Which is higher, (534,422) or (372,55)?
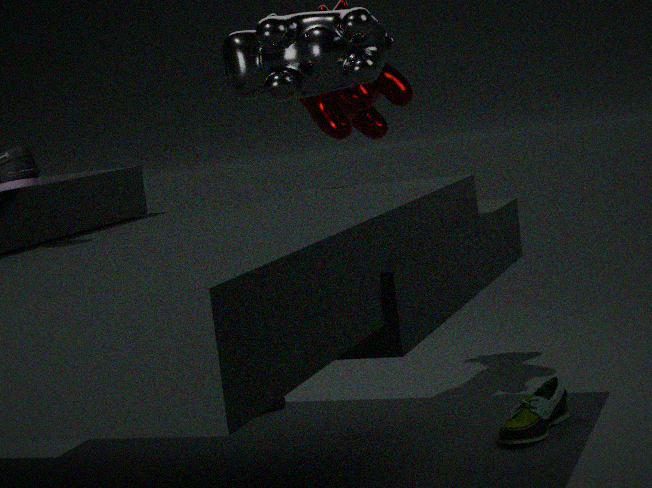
(372,55)
